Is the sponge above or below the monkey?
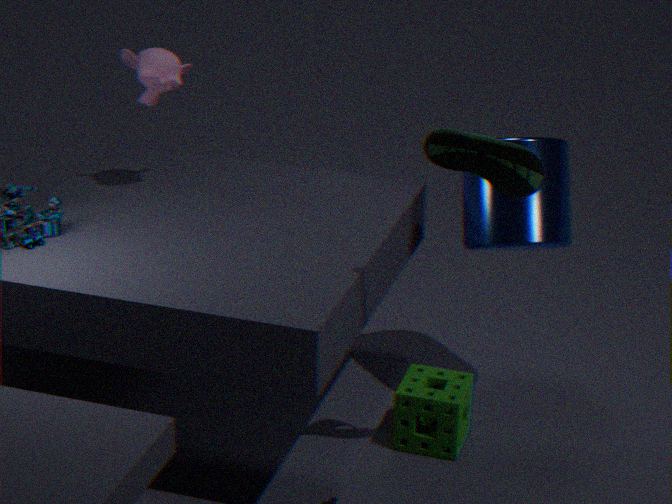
below
